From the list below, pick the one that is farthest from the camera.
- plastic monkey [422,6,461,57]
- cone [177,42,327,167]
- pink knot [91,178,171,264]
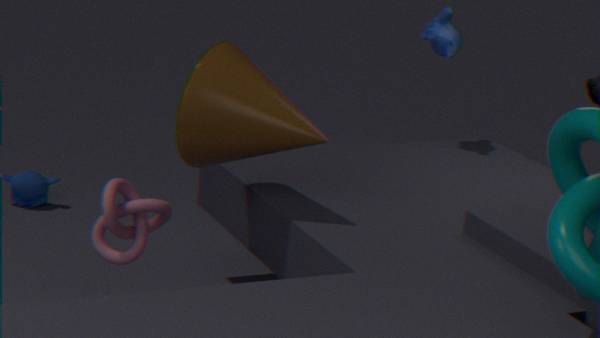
plastic monkey [422,6,461,57]
